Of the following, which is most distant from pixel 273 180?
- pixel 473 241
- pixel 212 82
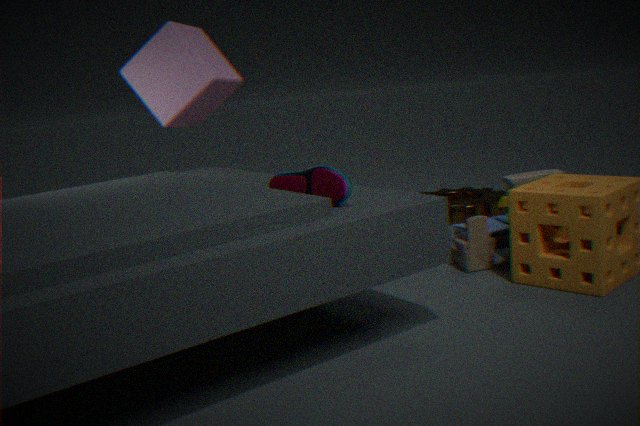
pixel 212 82
